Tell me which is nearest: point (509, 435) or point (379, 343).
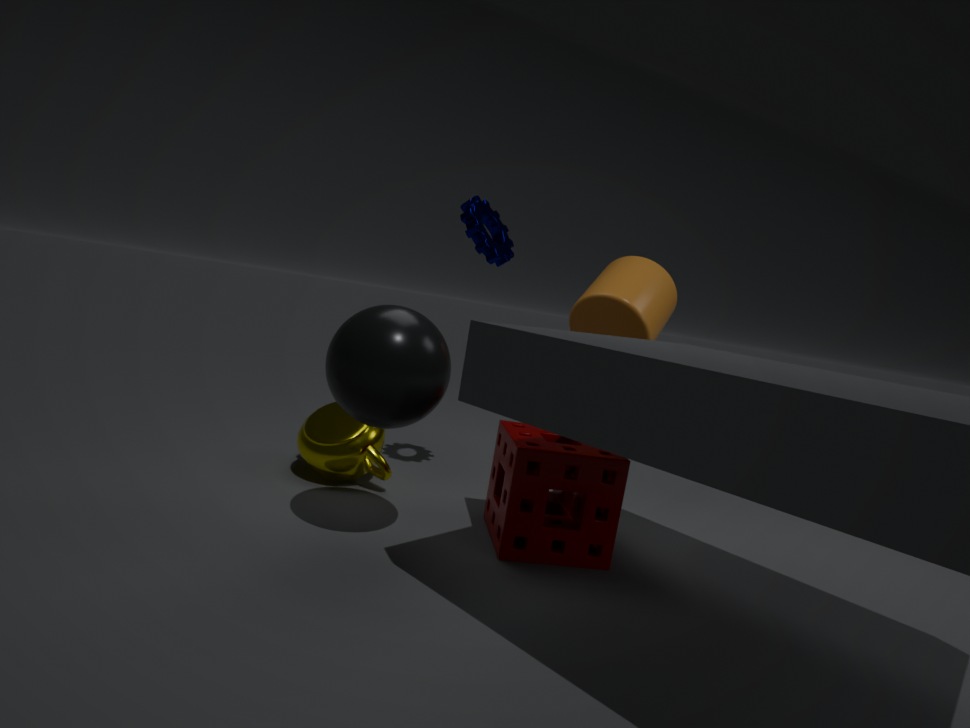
point (379, 343)
